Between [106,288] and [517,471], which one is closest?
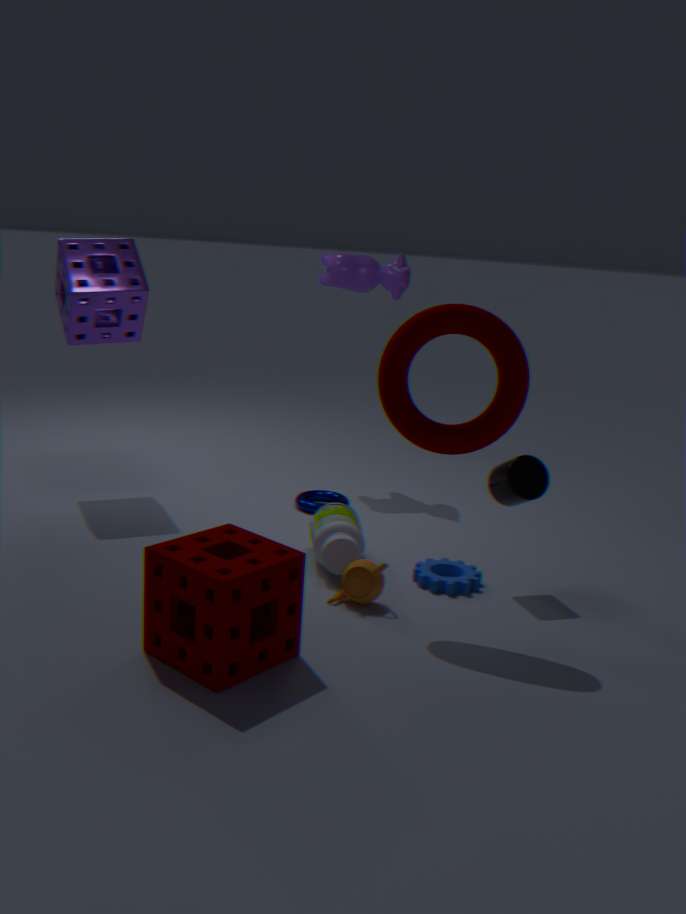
[517,471]
